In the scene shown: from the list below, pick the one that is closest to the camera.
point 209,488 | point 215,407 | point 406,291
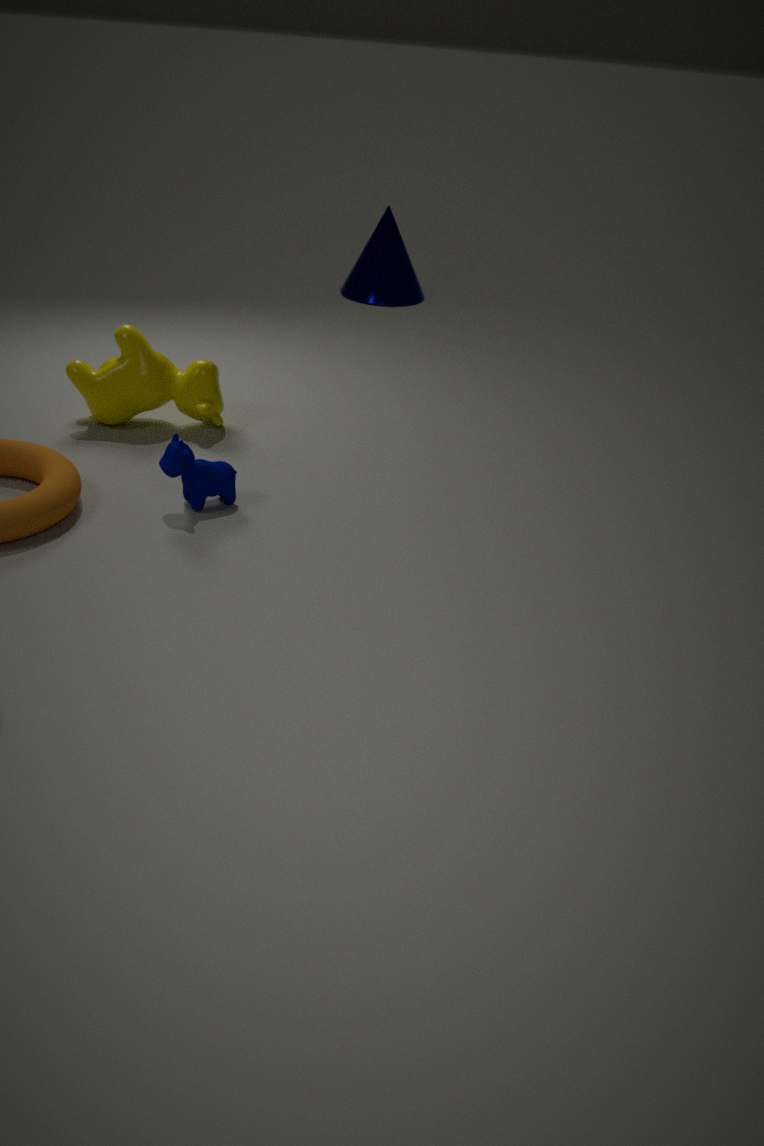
point 209,488
